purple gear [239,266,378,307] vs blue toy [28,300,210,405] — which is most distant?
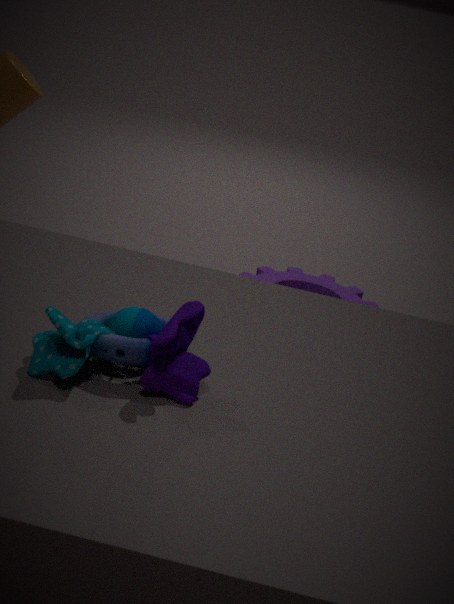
purple gear [239,266,378,307]
